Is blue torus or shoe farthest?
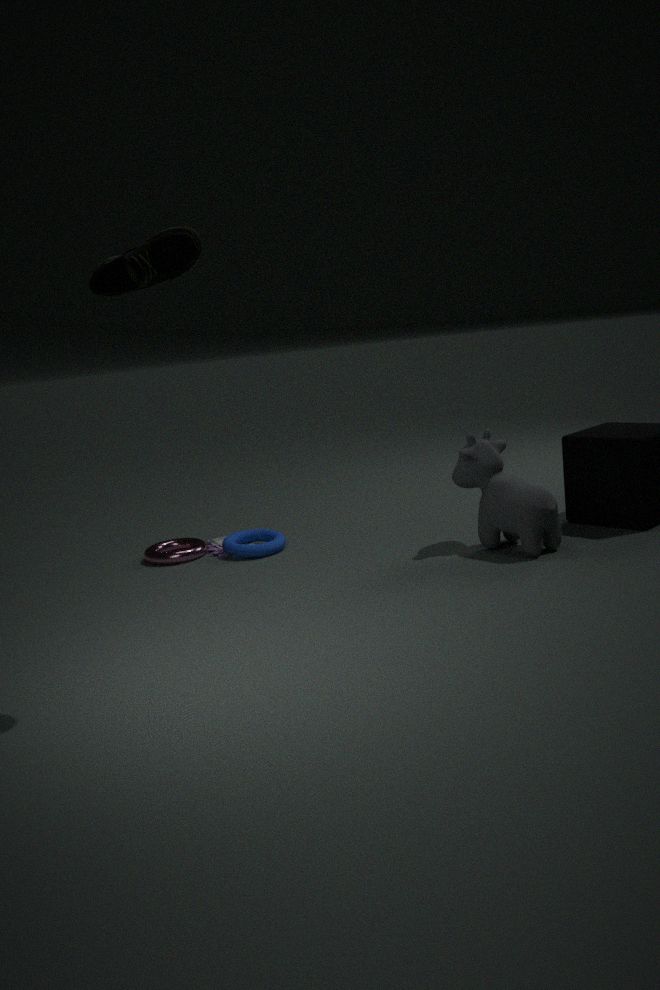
blue torus
